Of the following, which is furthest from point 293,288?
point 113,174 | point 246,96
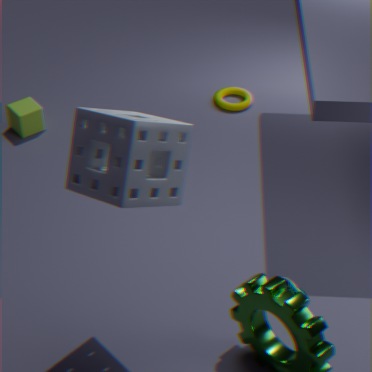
point 246,96
